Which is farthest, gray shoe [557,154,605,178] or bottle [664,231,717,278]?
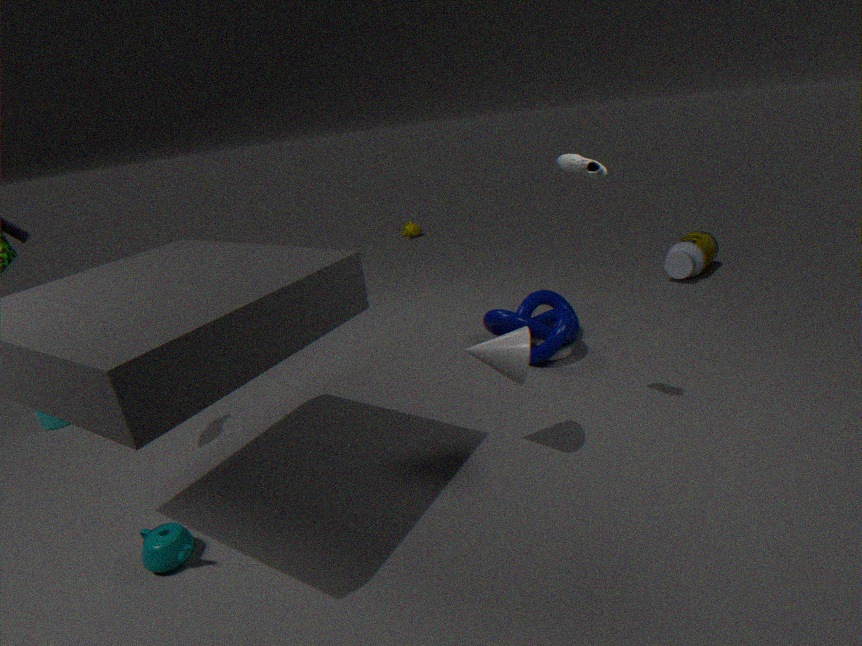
bottle [664,231,717,278]
